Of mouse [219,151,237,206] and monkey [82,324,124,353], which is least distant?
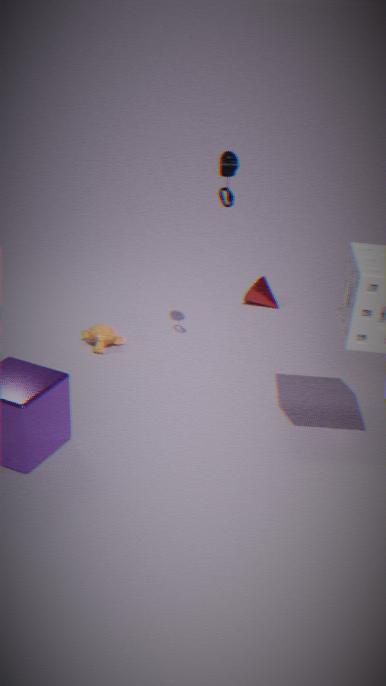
mouse [219,151,237,206]
